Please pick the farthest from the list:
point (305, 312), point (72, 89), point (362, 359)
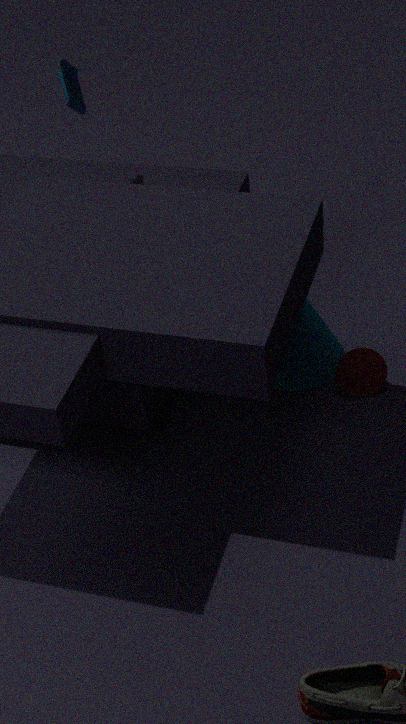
point (72, 89)
